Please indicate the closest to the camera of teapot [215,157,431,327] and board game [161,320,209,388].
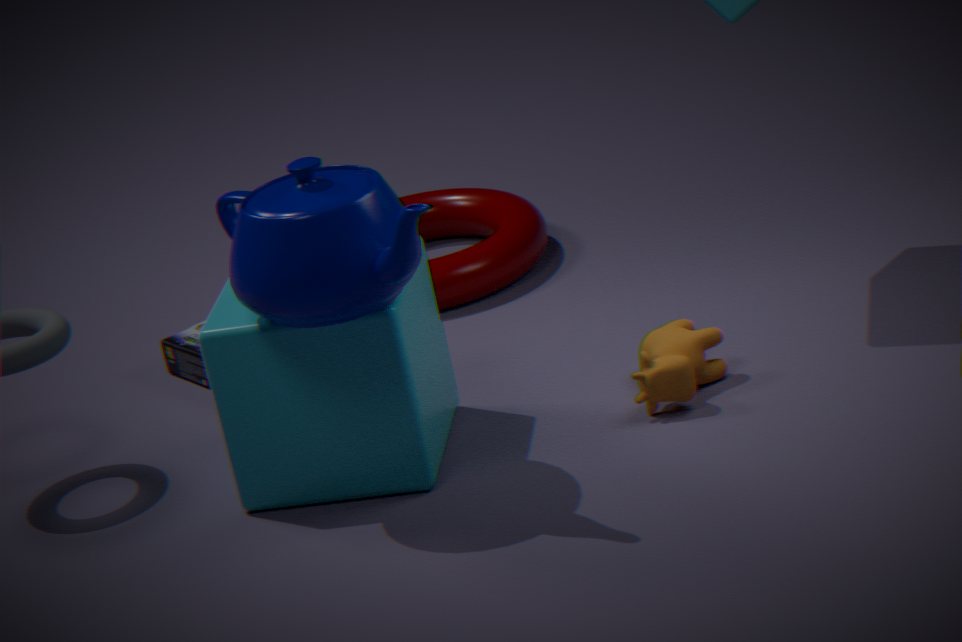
teapot [215,157,431,327]
